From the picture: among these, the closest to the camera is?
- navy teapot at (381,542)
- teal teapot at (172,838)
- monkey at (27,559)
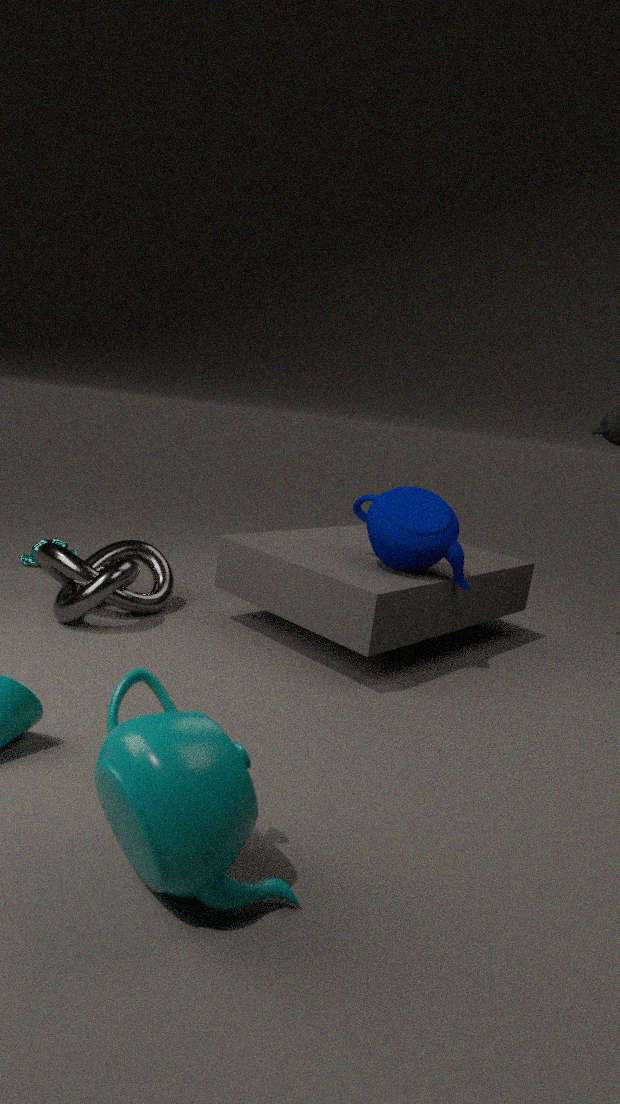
teal teapot at (172,838)
